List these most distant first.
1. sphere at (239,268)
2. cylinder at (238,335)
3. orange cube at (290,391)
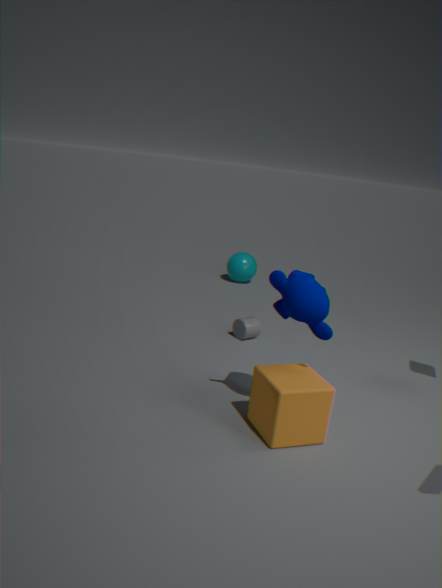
sphere at (239,268) → cylinder at (238,335) → orange cube at (290,391)
